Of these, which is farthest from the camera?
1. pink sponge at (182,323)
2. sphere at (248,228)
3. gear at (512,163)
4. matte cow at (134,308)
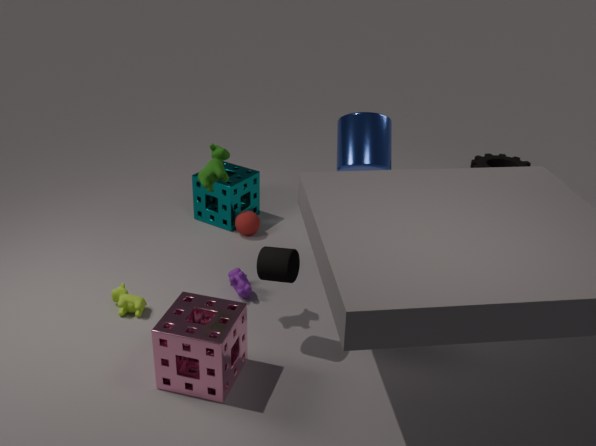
gear at (512,163)
